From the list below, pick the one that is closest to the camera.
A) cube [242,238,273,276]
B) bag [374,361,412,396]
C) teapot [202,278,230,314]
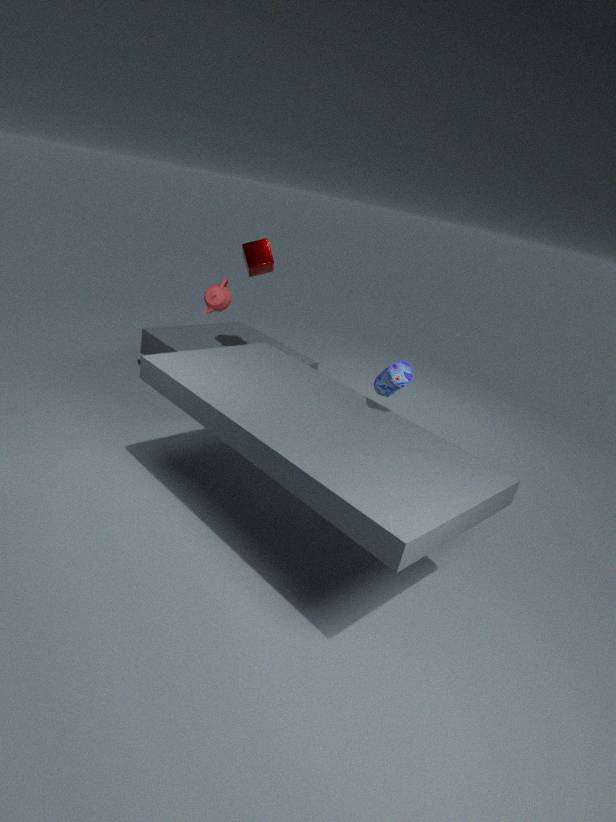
bag [374,361,412,396]
